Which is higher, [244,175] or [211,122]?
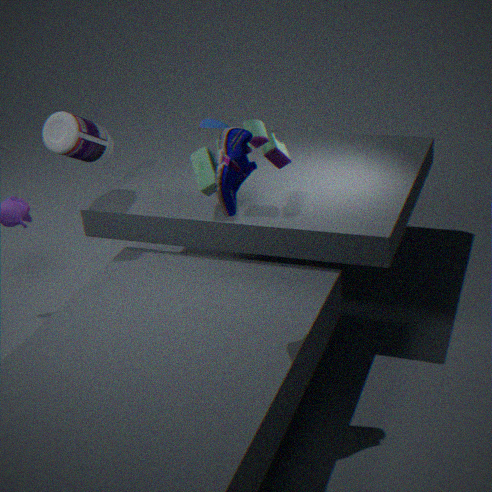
[244,175]
